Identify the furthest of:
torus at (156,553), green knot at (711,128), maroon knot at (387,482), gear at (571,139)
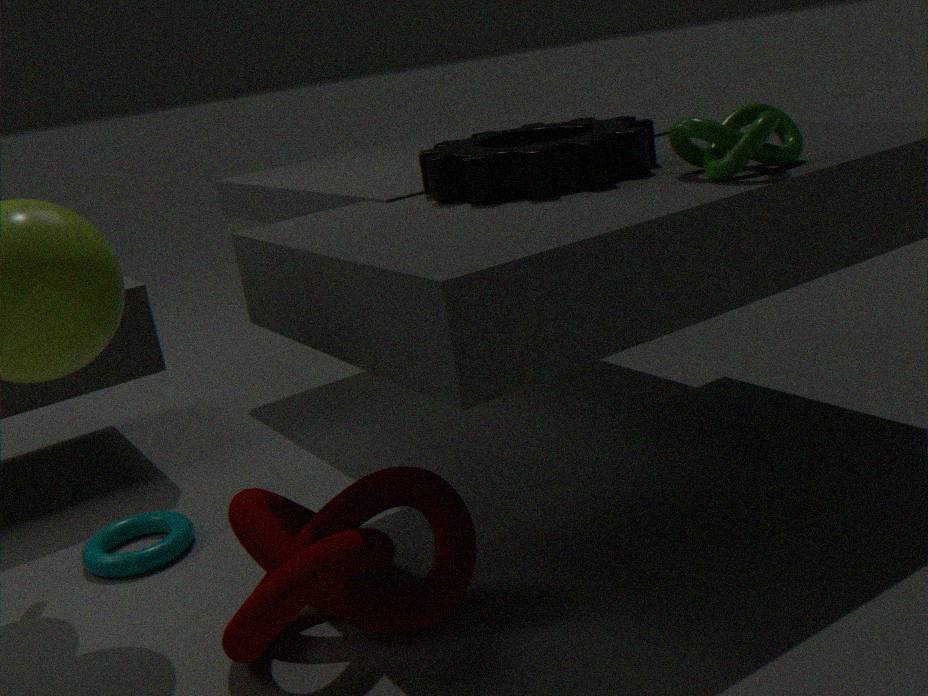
torus at (156,553)
